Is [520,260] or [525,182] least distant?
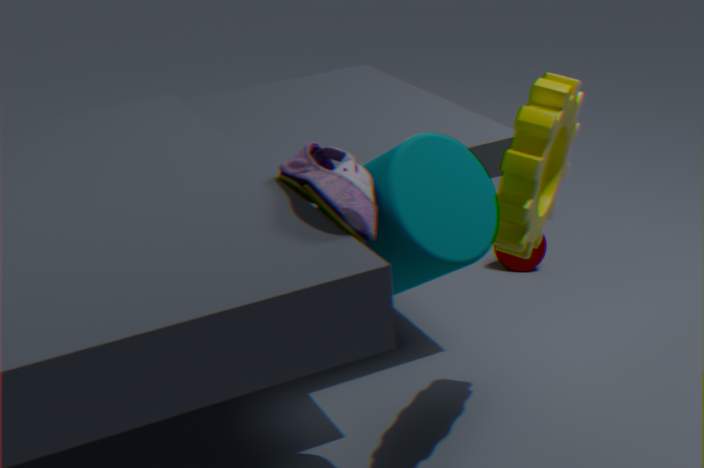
[525,182]
